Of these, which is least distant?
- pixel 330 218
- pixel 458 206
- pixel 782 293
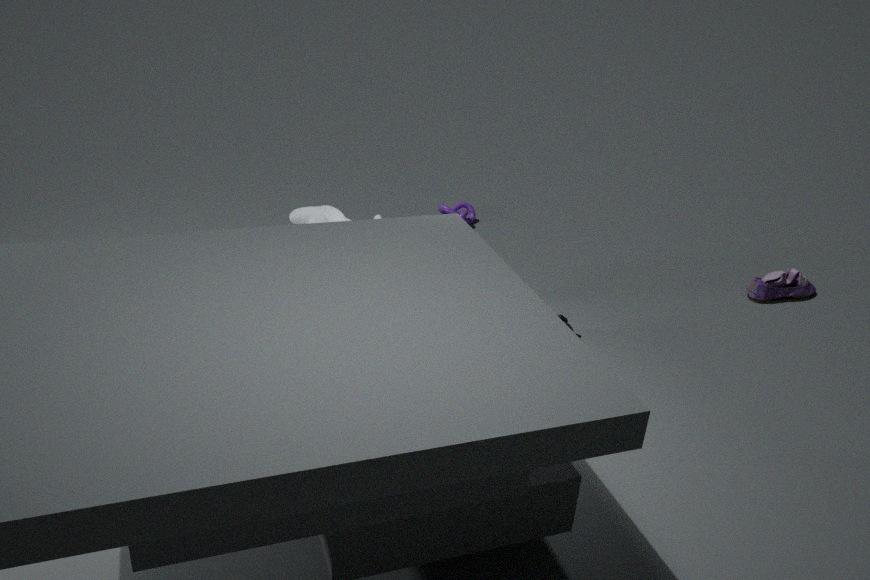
pixel 330 218
